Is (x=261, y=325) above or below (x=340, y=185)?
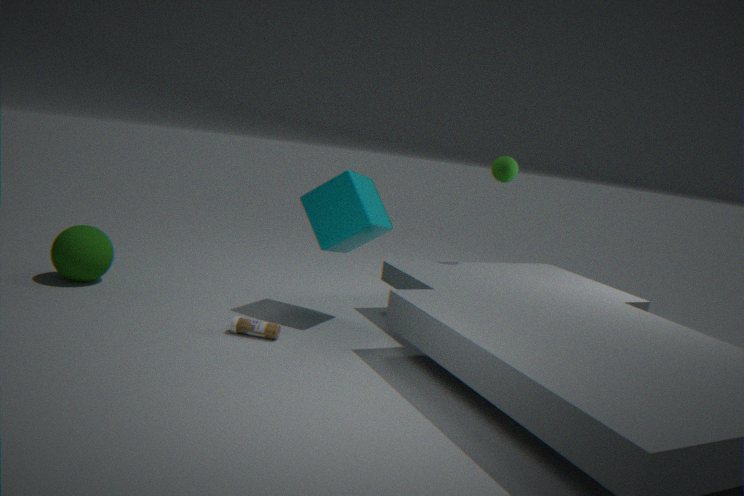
below
